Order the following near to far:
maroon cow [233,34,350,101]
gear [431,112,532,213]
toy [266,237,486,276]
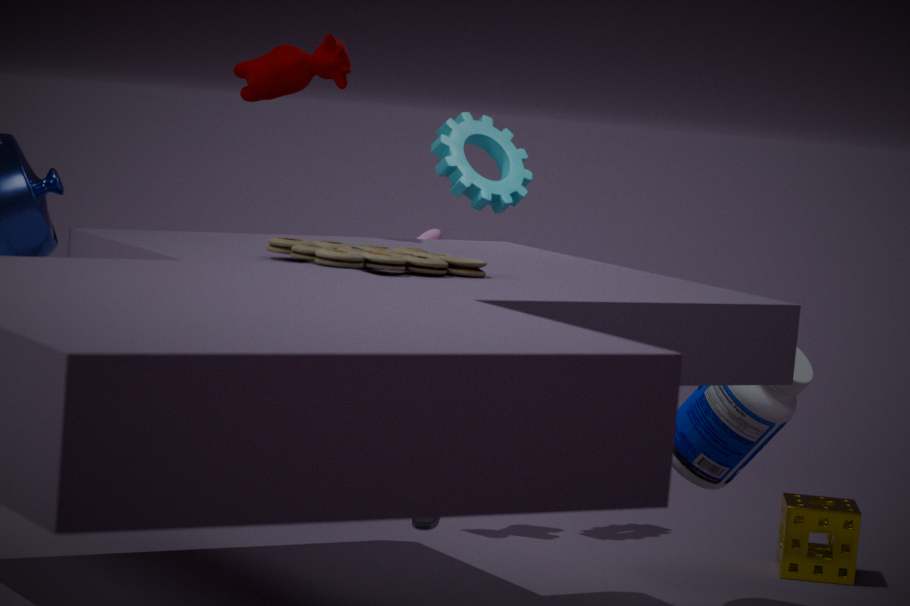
toy [266,237,486,276], maroon cow [233,34,350,101], gear [431,112,532,213]
